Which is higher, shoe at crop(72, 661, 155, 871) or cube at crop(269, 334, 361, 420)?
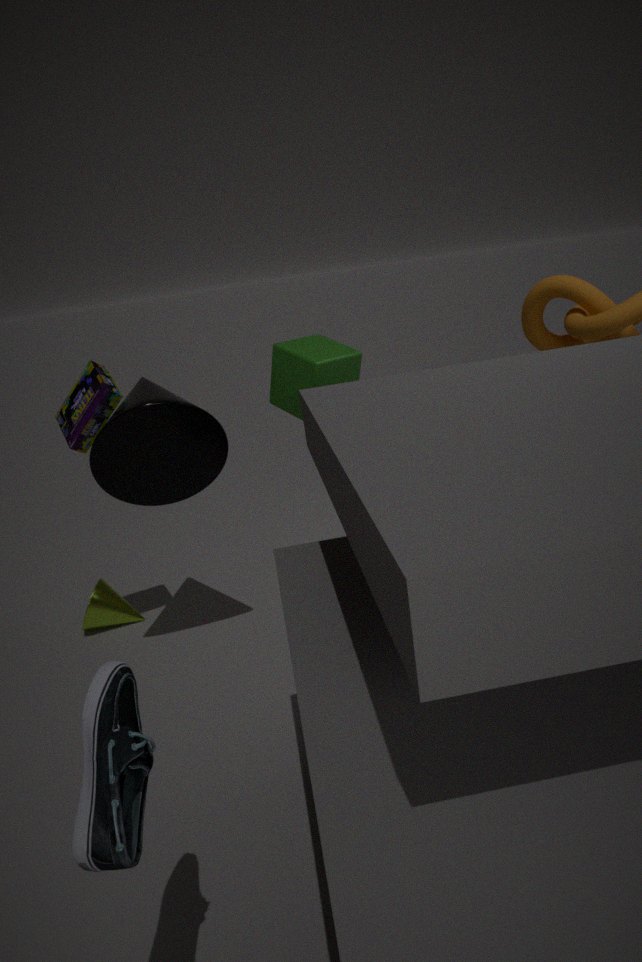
cube at crop(269, 334, 361, 420)
